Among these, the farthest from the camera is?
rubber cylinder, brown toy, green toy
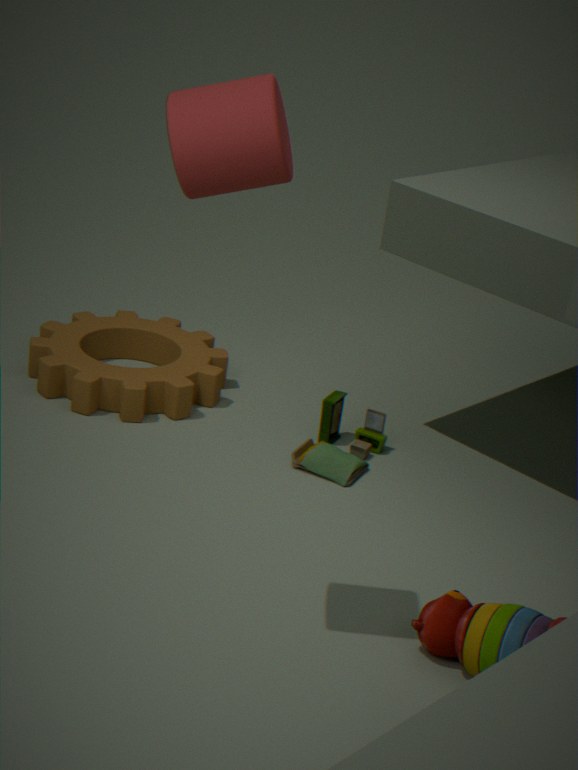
green toy
